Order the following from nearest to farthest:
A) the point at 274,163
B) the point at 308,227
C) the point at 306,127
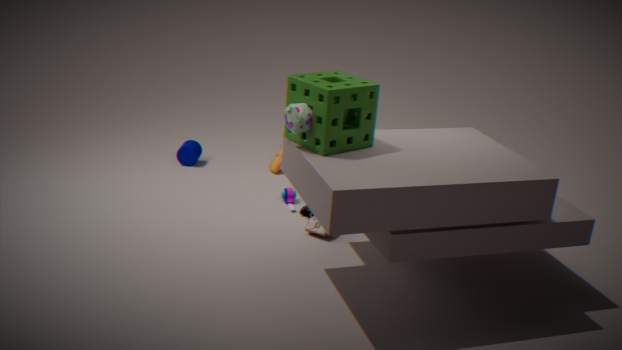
the point at 306,127 < the point at 308,227 < the point at 274,163
